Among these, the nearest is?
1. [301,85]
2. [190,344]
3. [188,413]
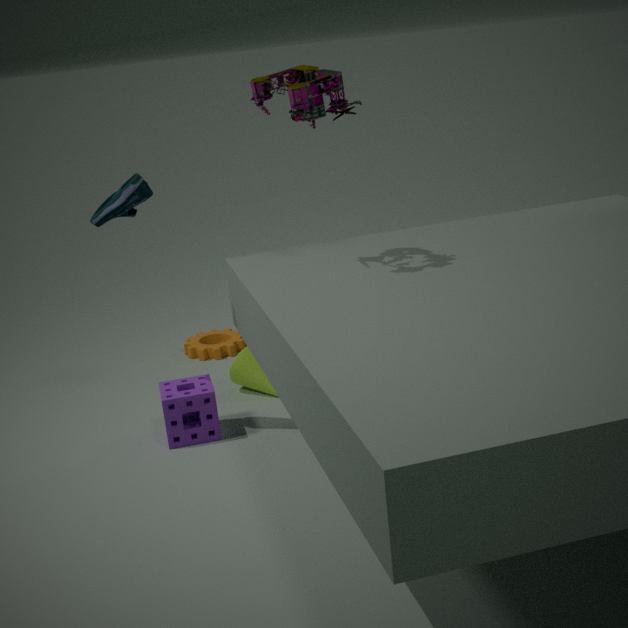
[301,85]
